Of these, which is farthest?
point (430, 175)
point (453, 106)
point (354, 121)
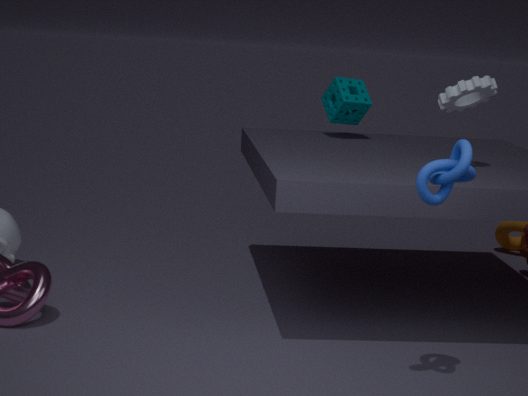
point (354, 121)
